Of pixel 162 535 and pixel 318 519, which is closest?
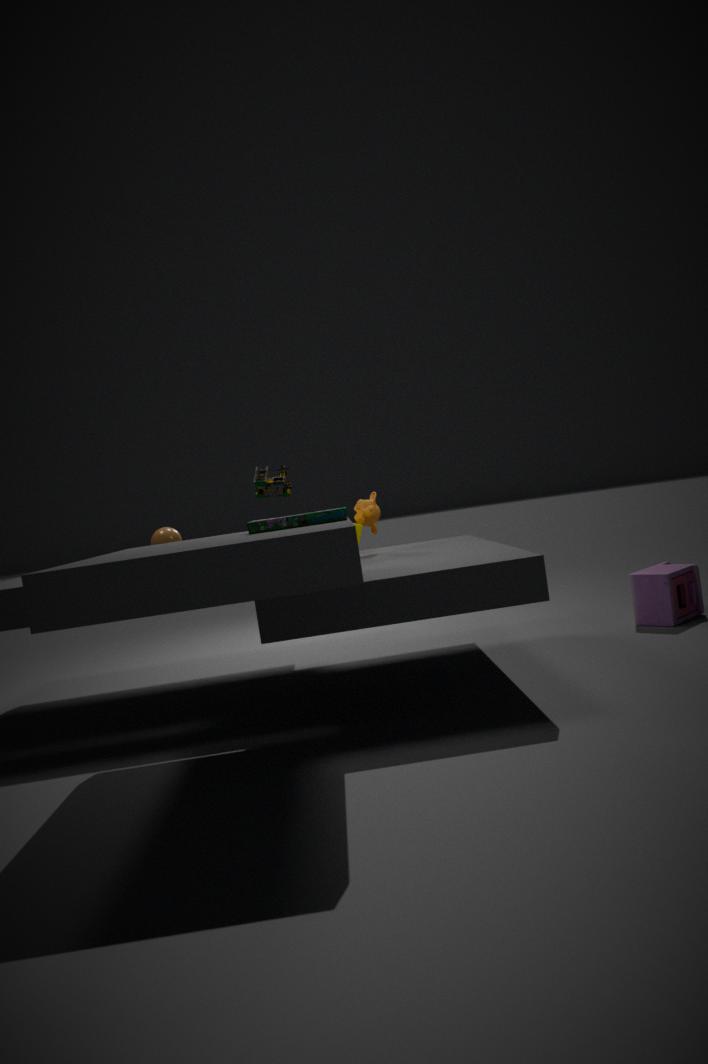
pixel 318 519
